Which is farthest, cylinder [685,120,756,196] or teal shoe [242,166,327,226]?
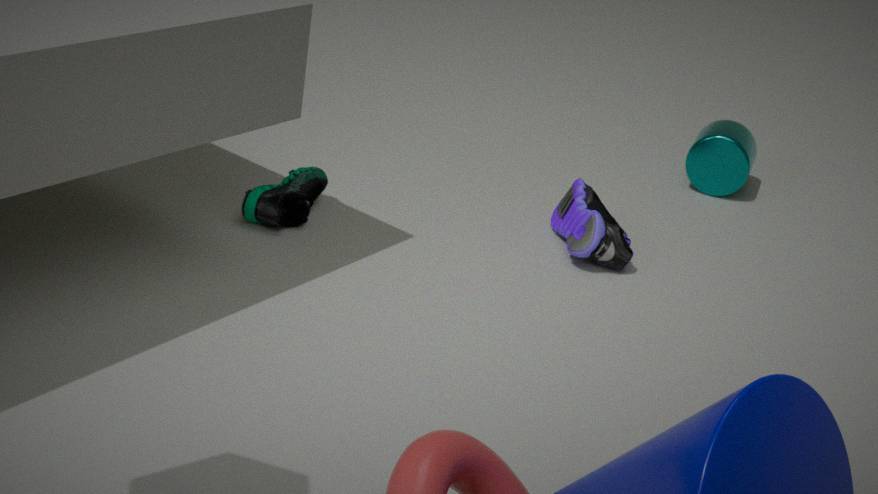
cylinder [685,120,756,196]
